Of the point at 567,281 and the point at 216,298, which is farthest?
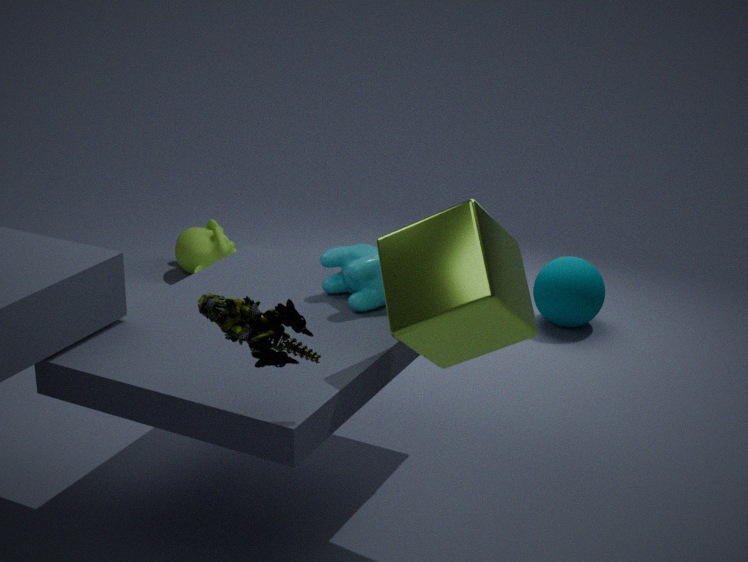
the point at 567,281
